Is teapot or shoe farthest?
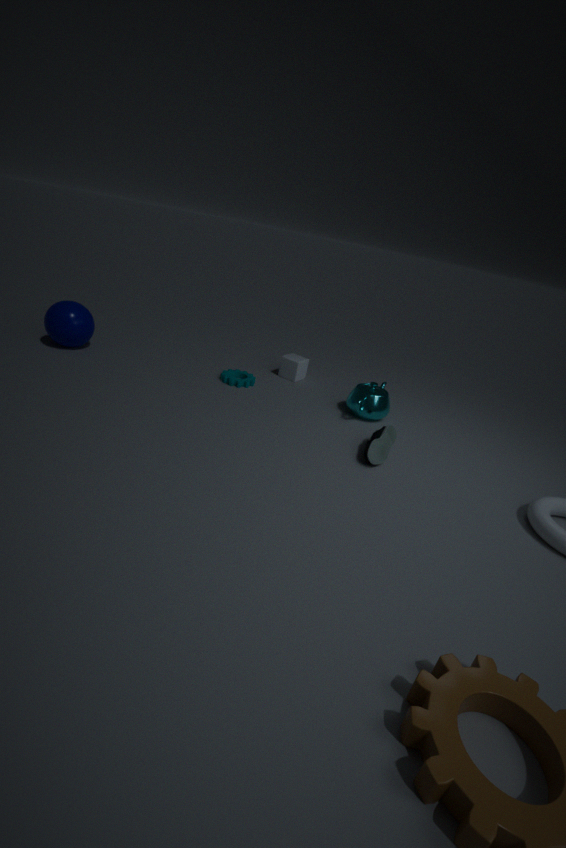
teapot
